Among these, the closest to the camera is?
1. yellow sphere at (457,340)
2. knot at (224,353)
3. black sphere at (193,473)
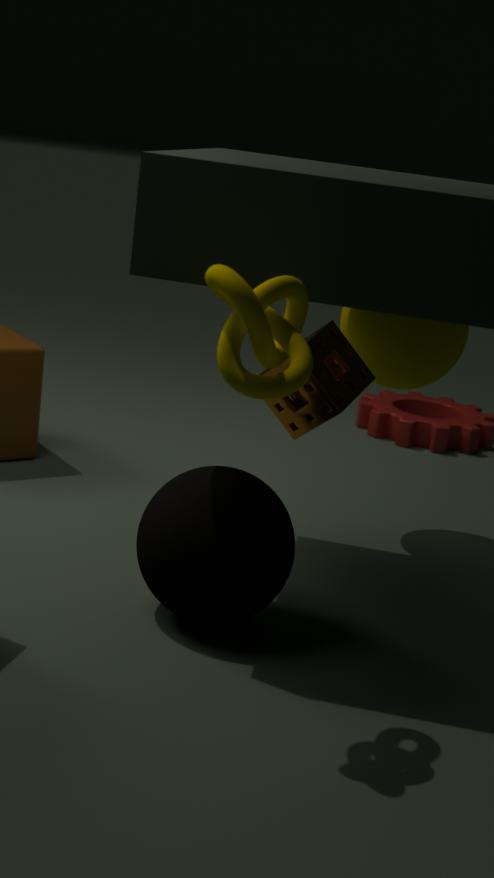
knot at (224,353)
